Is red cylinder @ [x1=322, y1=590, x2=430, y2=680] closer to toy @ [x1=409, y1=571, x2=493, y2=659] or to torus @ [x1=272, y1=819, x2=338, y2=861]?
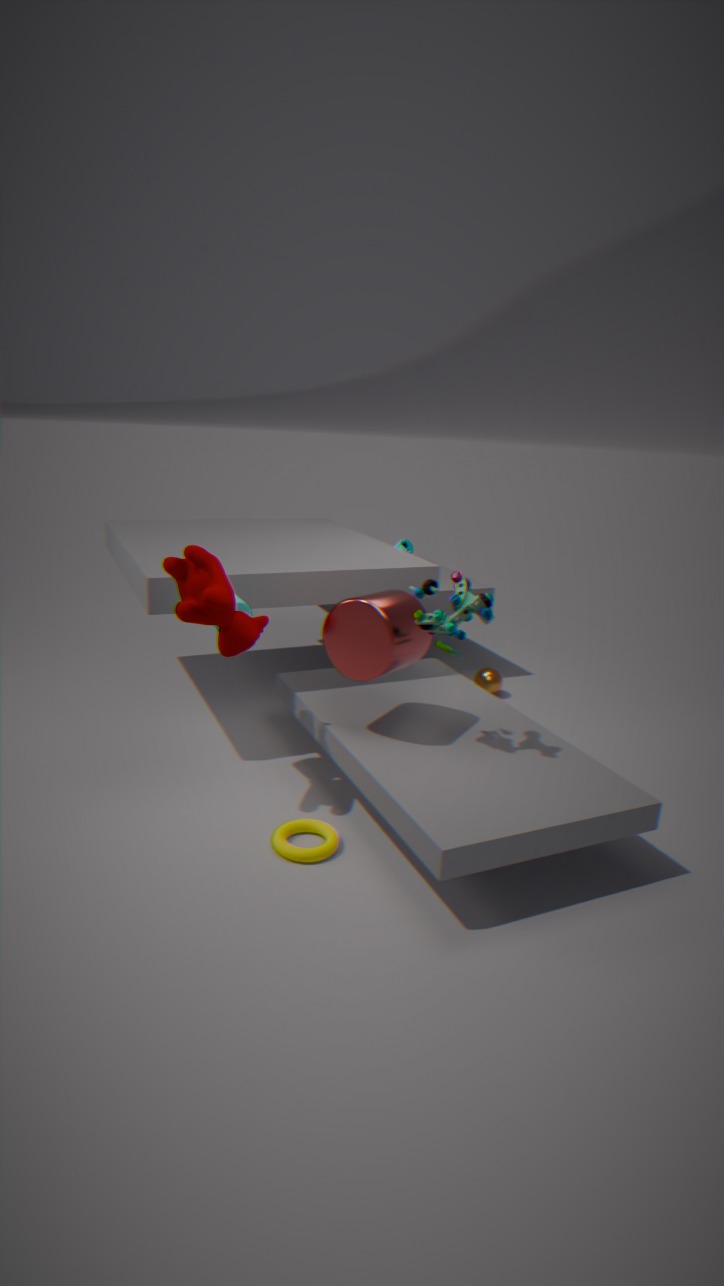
toy @ [x1=409, y1=571, x2=493, y2=659]
